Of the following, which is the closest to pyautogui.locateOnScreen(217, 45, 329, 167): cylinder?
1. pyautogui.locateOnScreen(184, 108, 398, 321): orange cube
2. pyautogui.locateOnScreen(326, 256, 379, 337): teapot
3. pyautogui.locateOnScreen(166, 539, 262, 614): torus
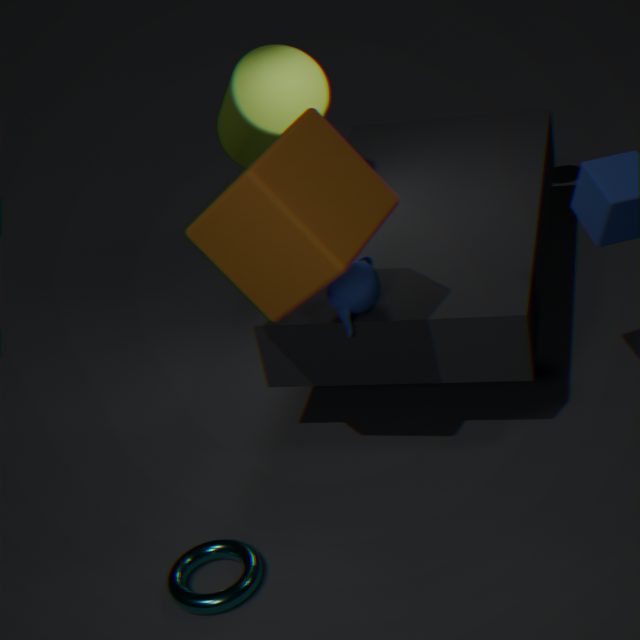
pyautogui.locateOnScreen(184, 108, 398, 321): orange cube
